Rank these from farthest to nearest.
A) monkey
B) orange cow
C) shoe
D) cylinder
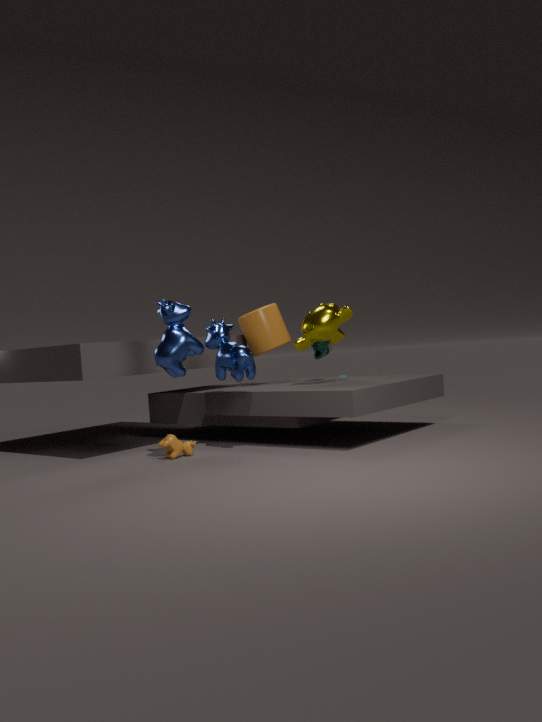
1. cylinder
2. shoe
3. monkey
4. orange cow
